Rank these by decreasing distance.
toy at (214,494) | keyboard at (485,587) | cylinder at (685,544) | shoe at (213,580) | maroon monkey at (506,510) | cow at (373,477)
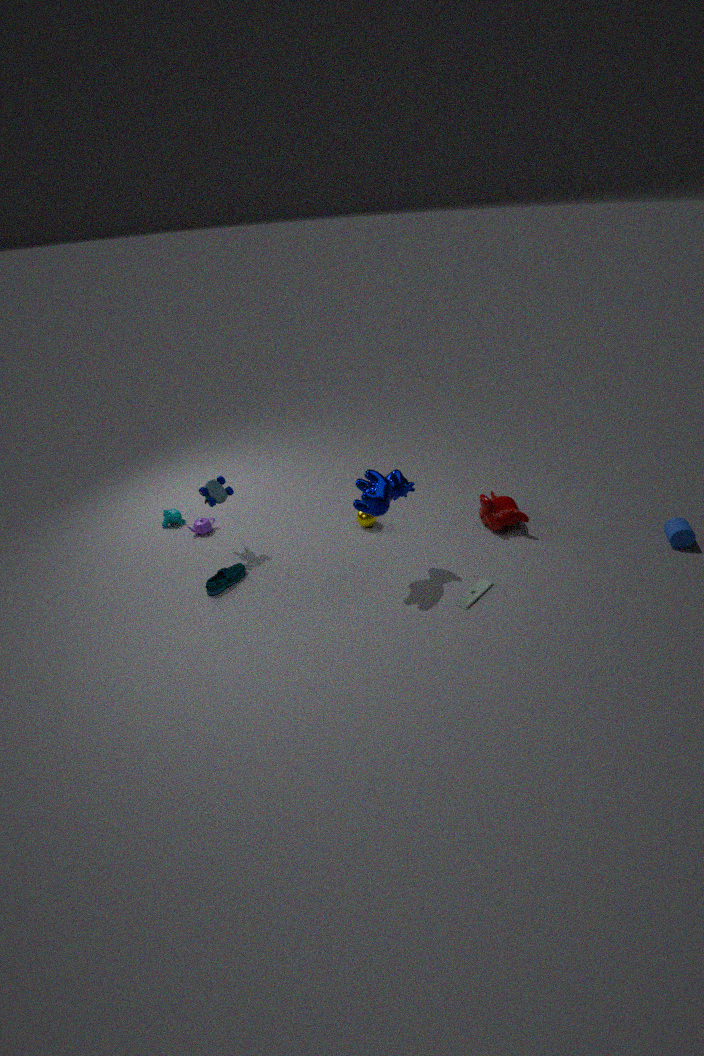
maroon monkey at (506,510) < toy at (214,494) < cylinder at (685,544) < shoe at (213,580) < keyboard at (485,587) < cow at (373,477)
